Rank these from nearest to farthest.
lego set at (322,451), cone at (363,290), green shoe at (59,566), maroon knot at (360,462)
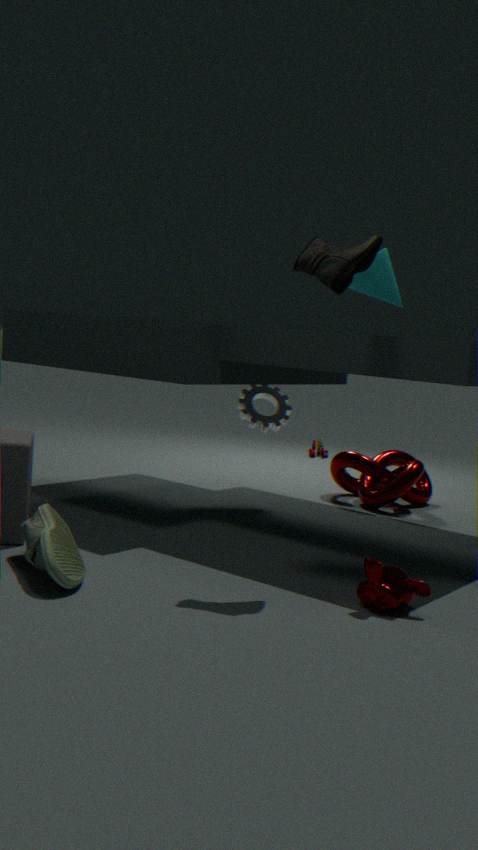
green shoe at (59,566)
cone at (363,290)
maroon knot at (360,462)
lego set at (322,451)
